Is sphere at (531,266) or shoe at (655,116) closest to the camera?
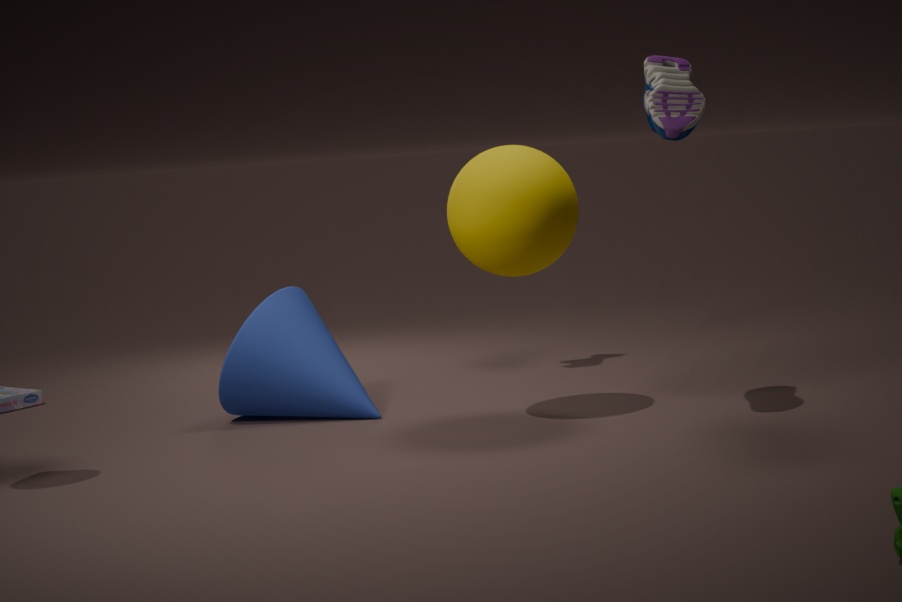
shoe at (655,116)
